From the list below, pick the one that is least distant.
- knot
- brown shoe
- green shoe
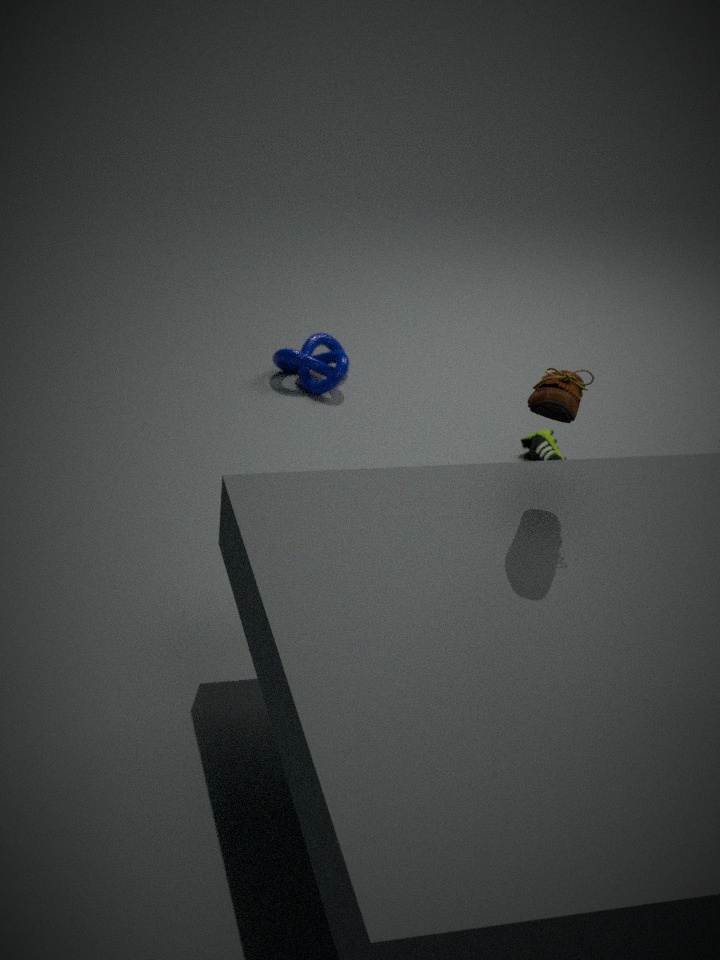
brown shoe
